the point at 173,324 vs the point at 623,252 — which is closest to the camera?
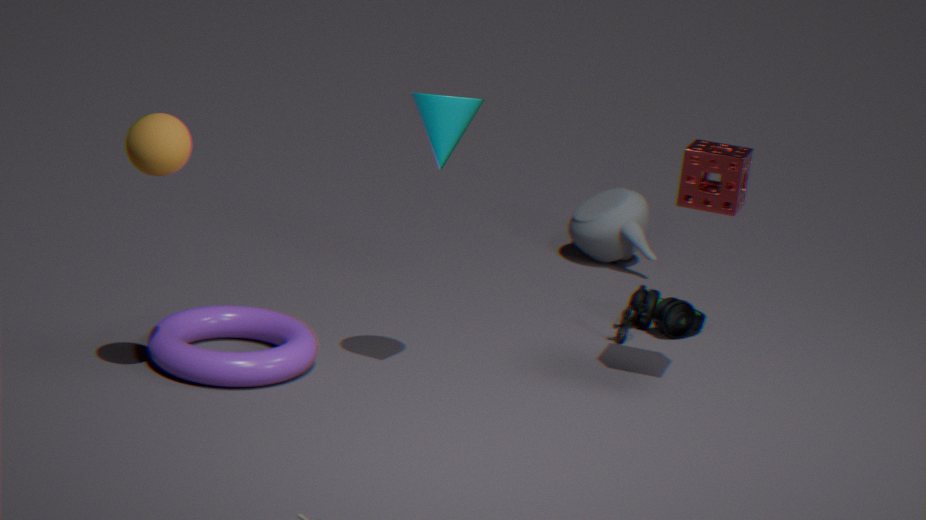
the point at 173,324
